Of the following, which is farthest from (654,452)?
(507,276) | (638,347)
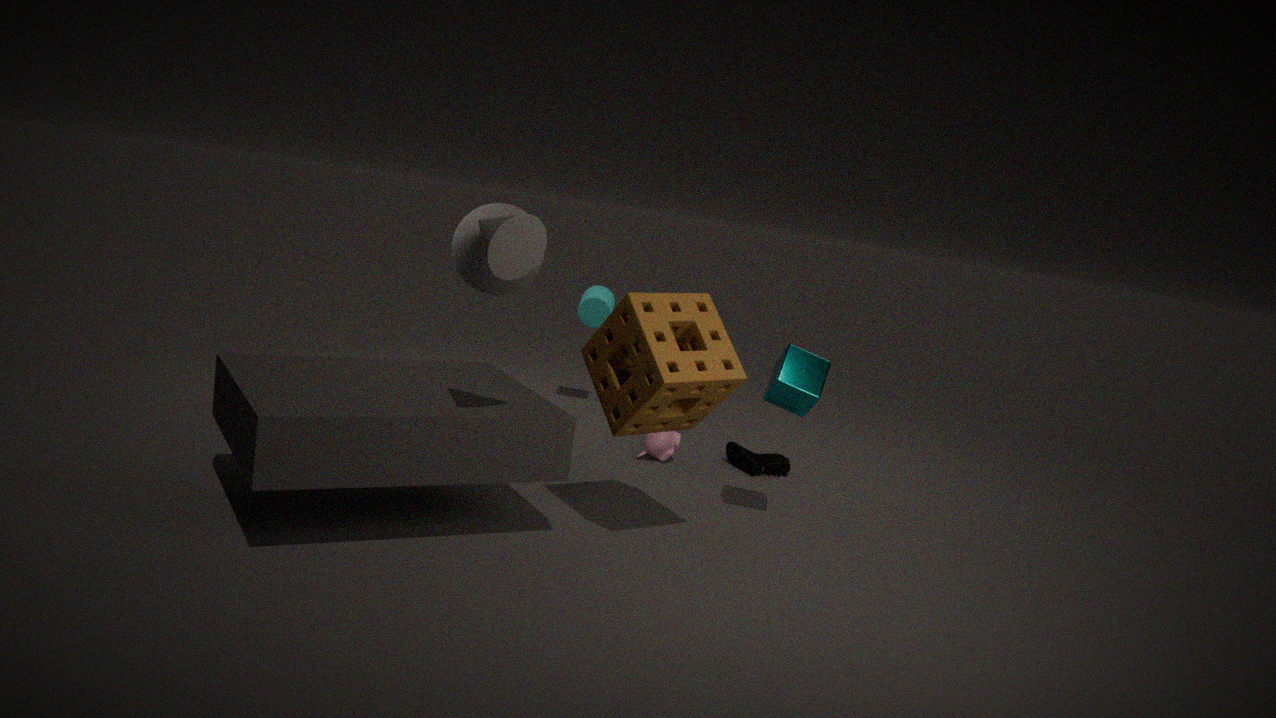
(507,276)
